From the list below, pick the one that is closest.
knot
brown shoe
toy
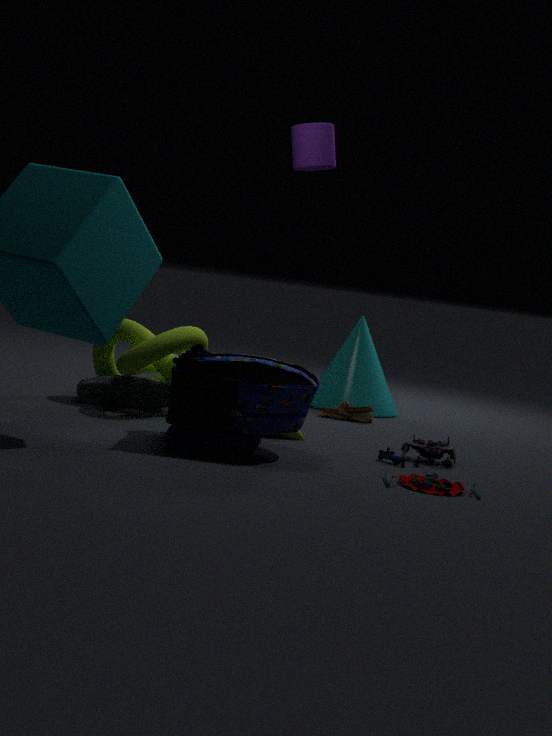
toy
